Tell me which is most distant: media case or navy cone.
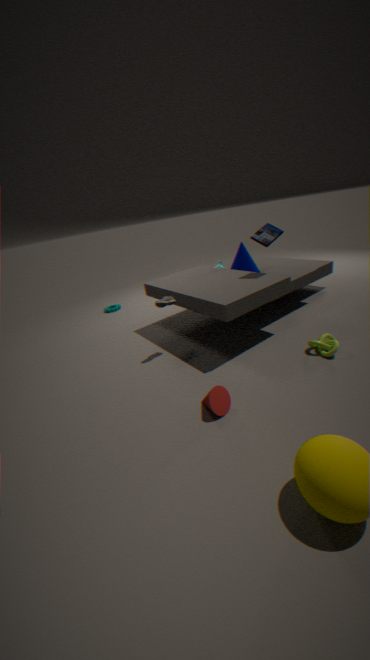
navy cone
